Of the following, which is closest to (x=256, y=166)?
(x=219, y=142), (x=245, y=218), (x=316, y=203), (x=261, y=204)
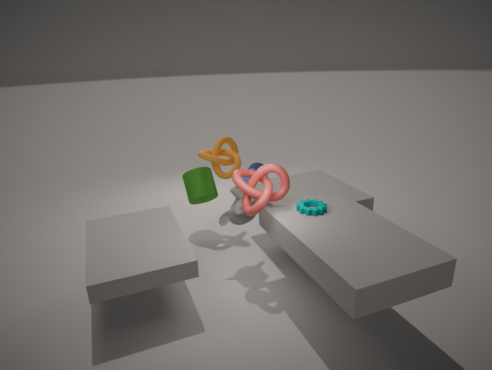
(x=219, y=142)
